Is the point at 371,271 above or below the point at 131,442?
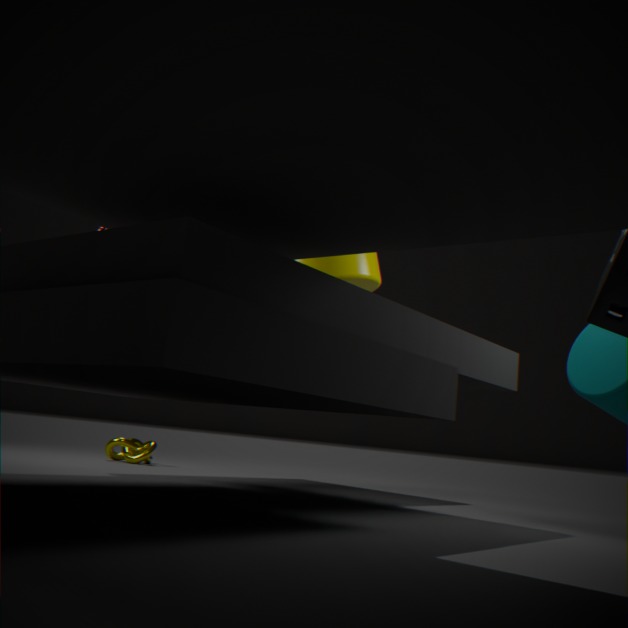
above
